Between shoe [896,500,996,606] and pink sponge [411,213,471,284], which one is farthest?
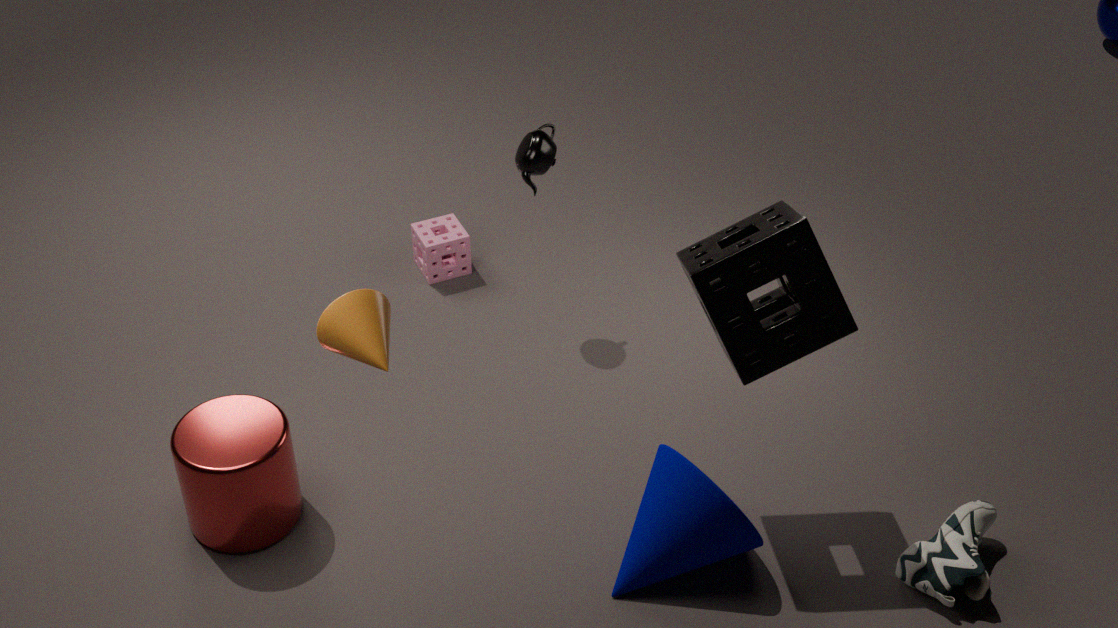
pink sponge [411,213,471,284]
